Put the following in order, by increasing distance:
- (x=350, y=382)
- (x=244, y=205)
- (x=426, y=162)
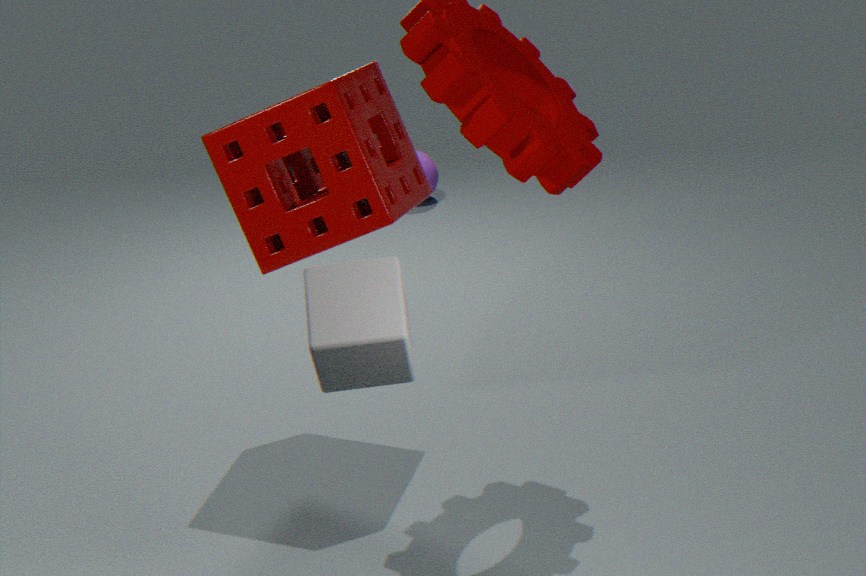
(x=350, y=382)
(x=244, y=205)
(x=426, y=162)
